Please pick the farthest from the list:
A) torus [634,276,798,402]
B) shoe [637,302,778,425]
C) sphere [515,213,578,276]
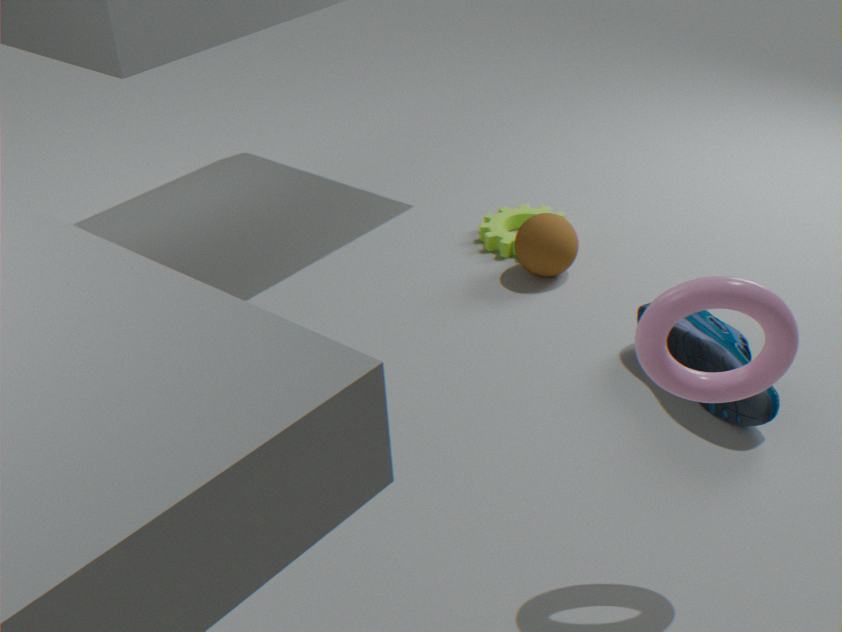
sphere [515,213,578,276]
